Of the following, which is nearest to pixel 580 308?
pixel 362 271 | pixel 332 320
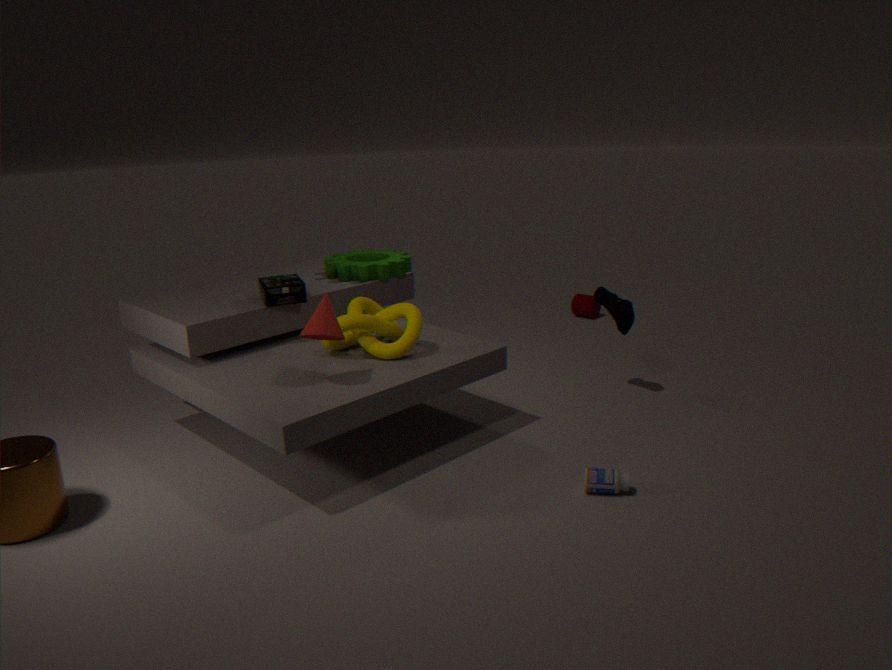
pixel 362 271
